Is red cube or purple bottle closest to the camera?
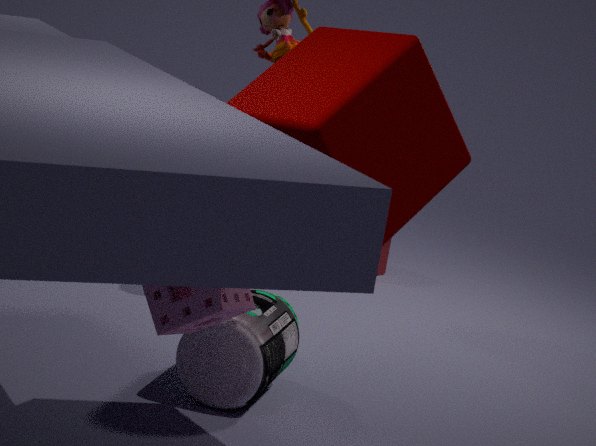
purple bottle
